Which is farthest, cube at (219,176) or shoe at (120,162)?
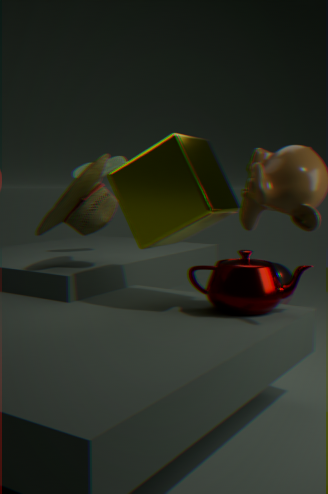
shoe at (120,162)
